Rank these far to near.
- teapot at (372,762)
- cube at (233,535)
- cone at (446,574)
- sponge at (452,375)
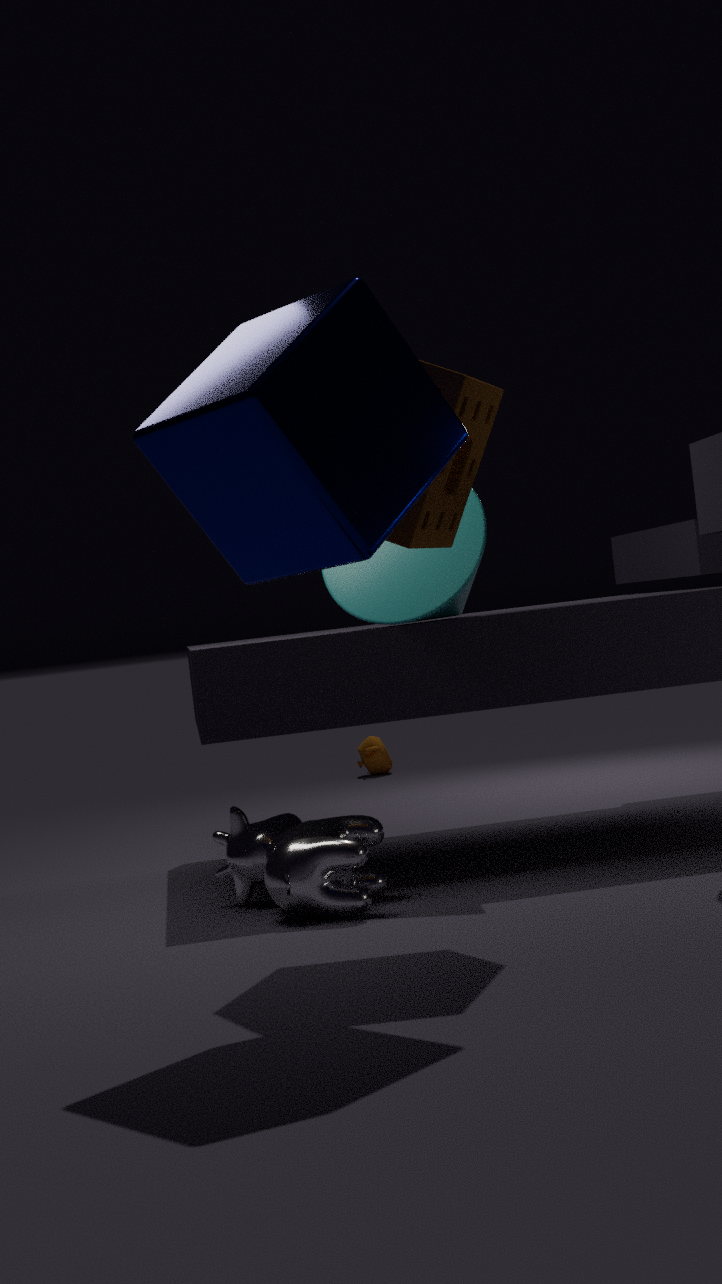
teapot at (372,762) → cone at (446,574) → sponge at (452,375) → cube at (233,535)
